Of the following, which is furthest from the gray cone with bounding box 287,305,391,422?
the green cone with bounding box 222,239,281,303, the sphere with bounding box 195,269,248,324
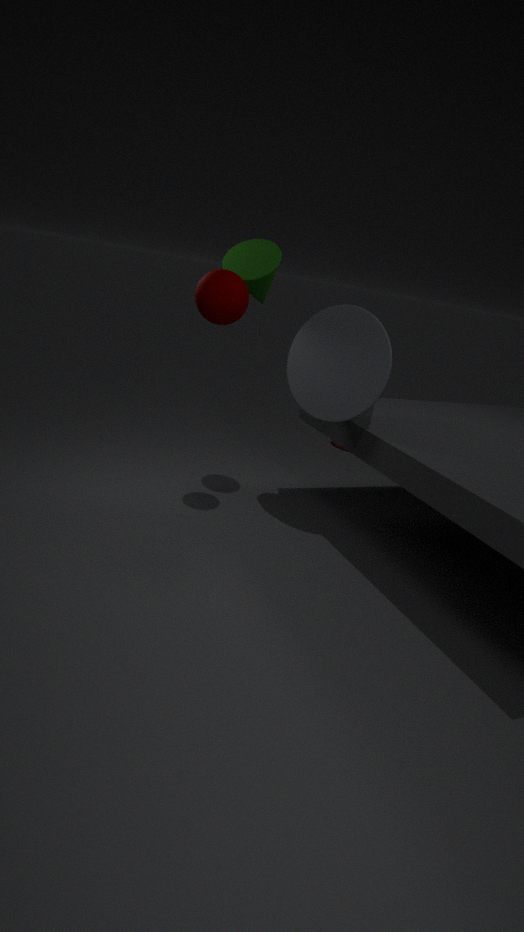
the sphere with bounding box 195,269,248,324
